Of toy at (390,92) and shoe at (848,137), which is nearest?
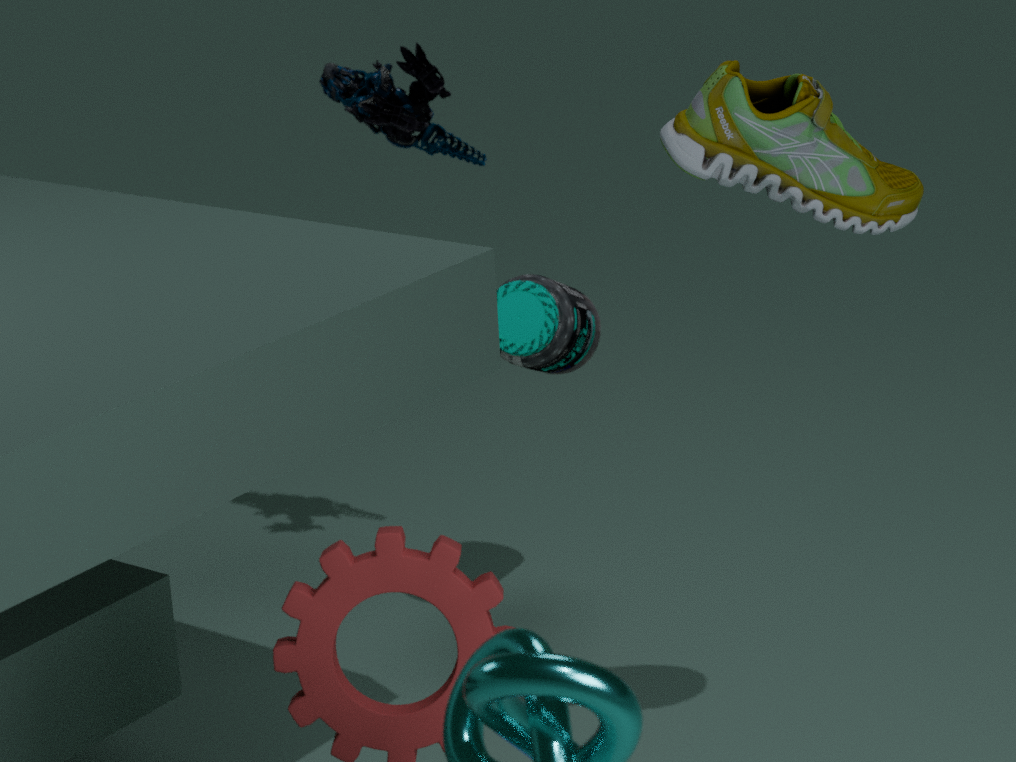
shoe at (848,137)
